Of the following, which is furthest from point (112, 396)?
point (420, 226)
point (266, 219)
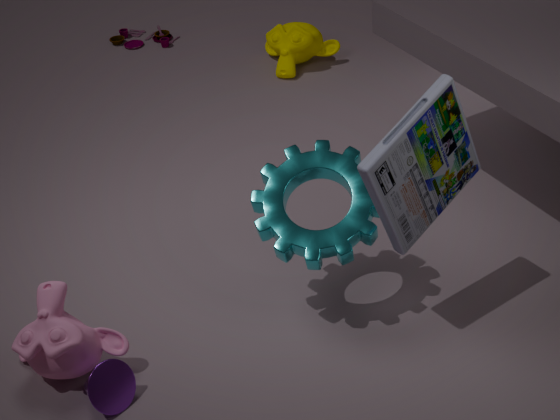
point (420, 226)
